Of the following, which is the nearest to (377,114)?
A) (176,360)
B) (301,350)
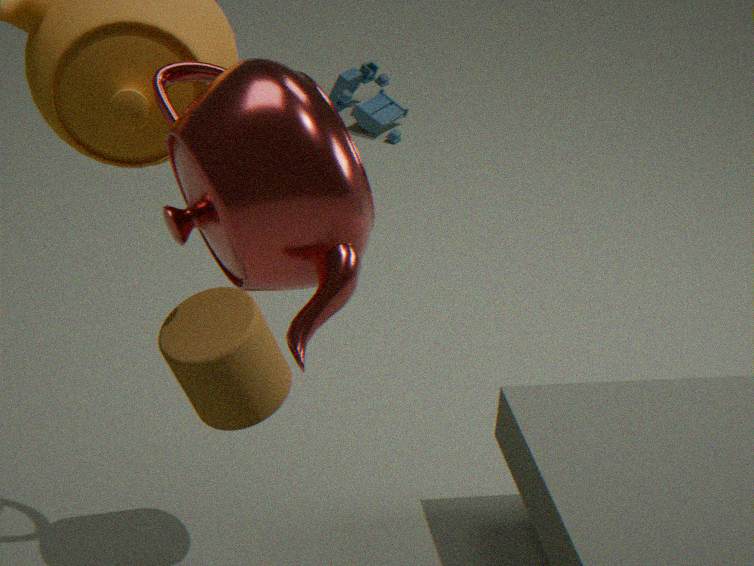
(176,360)
